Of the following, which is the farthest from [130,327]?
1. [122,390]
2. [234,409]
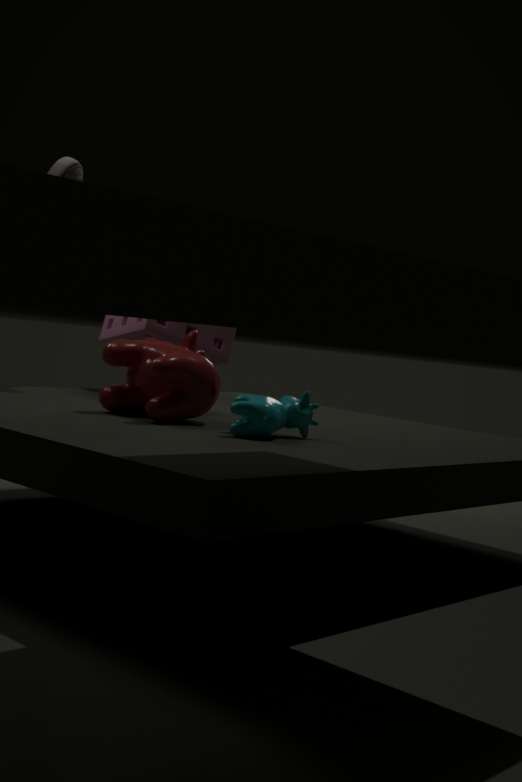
[234,409]
